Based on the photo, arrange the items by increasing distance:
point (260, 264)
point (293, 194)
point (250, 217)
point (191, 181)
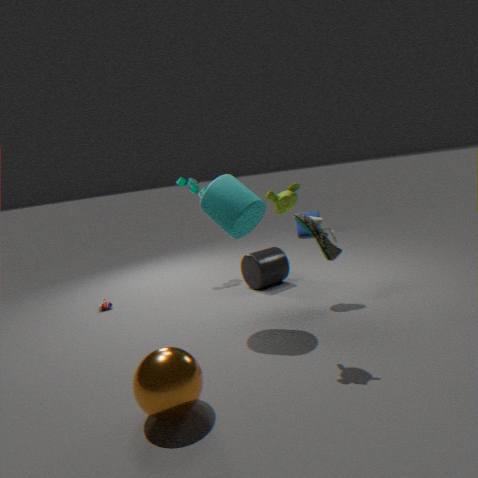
point (293, 194) → point (250, 217) → point (260, 264) → point (191, 181)
